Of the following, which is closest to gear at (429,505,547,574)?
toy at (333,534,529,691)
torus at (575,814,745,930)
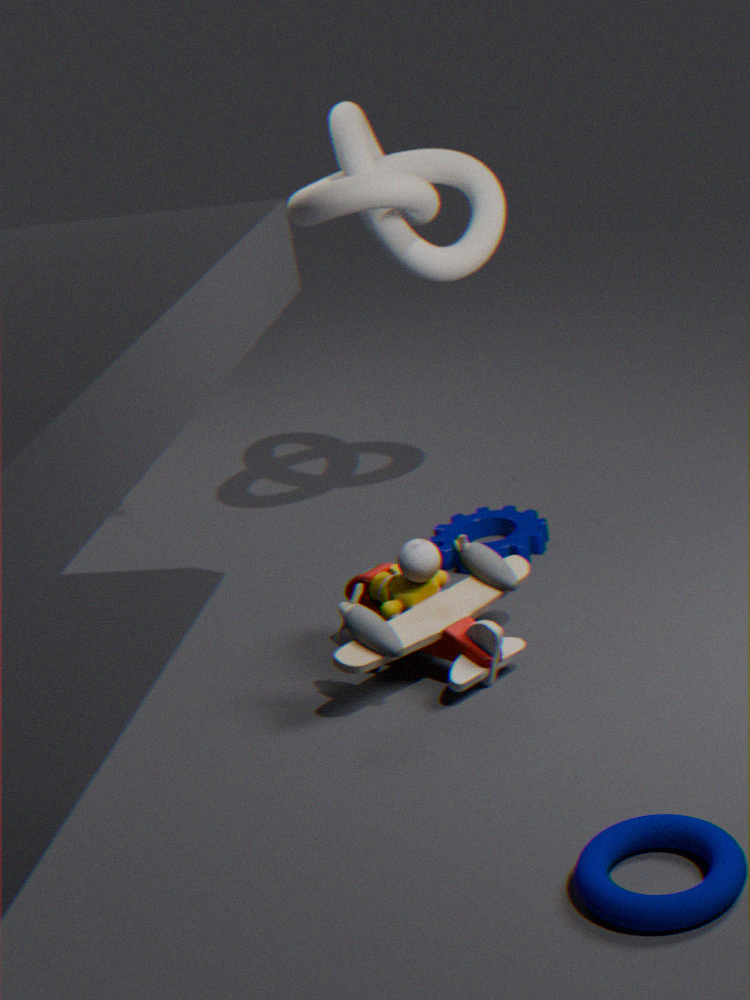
toy at (333,534,529,691)
